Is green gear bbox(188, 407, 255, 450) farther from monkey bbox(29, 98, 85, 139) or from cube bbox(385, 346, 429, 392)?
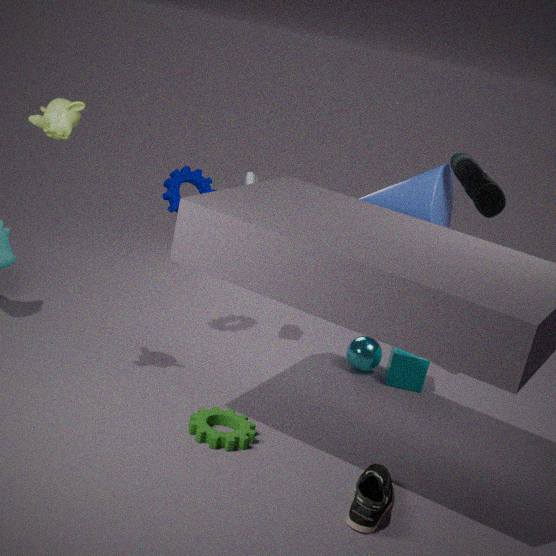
monkey bbox(29, 98, 85, 139)
